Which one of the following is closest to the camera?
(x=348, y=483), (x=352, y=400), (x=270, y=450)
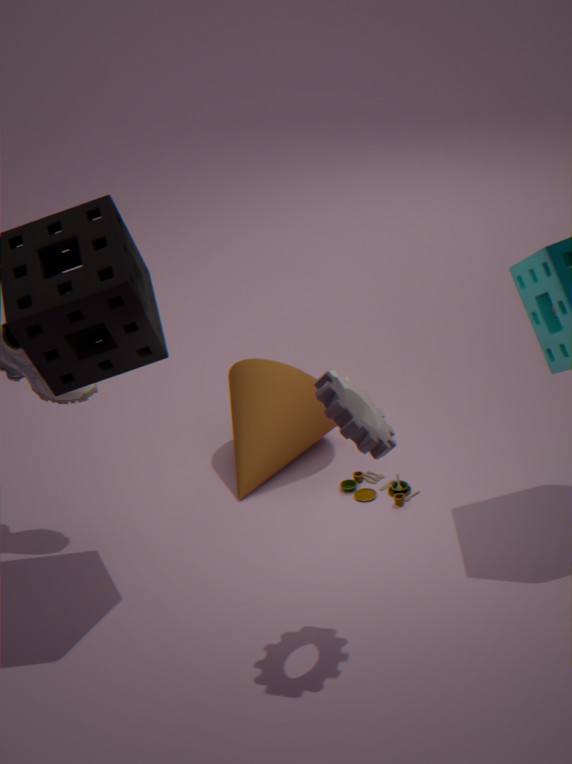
(x=352, y=400)
